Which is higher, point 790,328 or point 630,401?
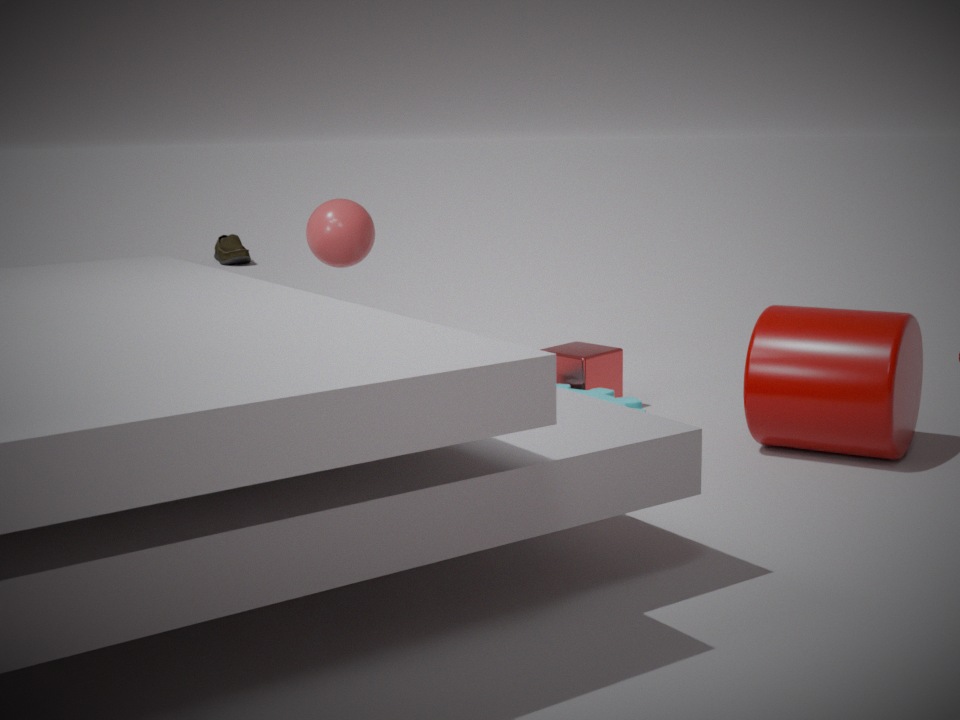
point 790,328
